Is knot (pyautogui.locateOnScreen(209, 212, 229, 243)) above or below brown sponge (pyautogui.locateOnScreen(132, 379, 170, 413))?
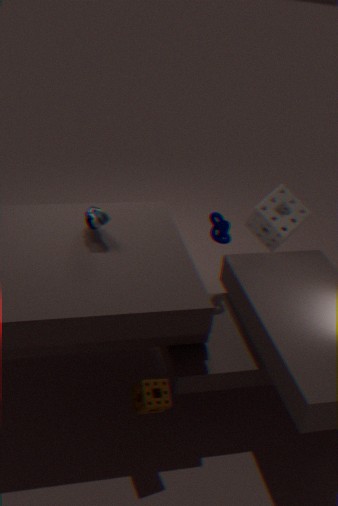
above
